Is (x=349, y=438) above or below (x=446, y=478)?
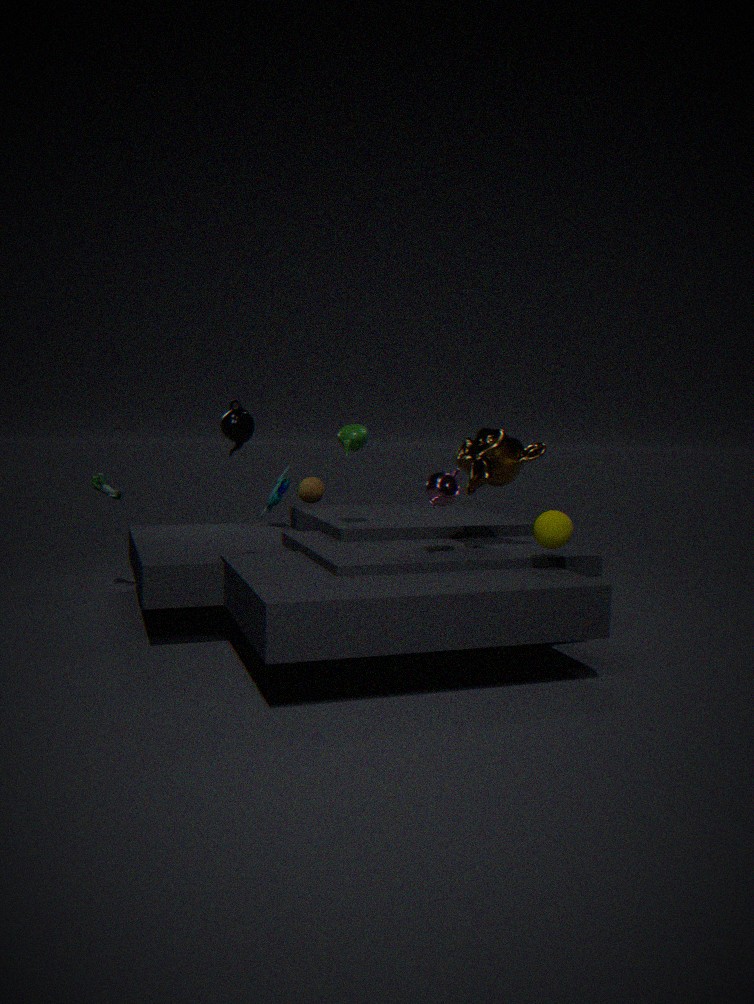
above
